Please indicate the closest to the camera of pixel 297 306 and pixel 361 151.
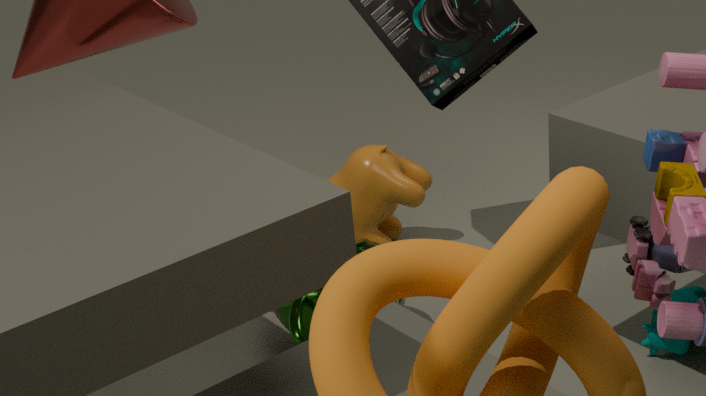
pixel 297 306
